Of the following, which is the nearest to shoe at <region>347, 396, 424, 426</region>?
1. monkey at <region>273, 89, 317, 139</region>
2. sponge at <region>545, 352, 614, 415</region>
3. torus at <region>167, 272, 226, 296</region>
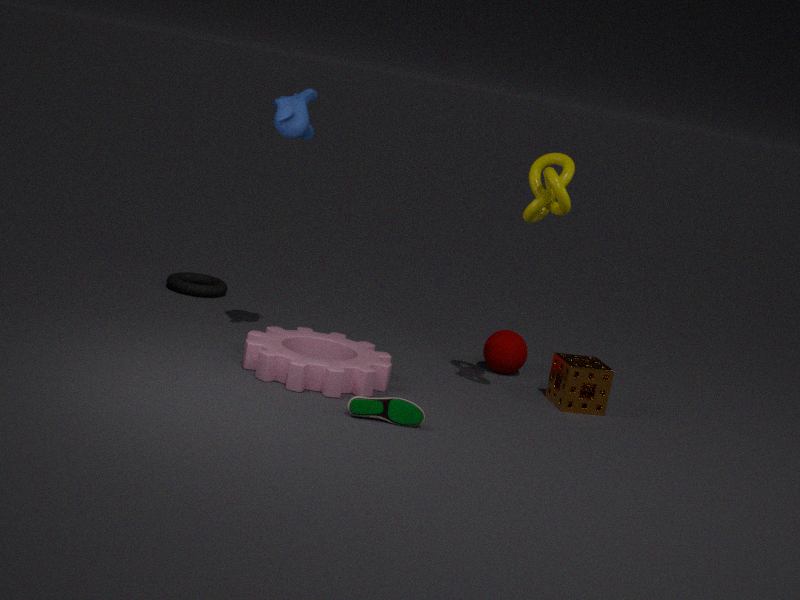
sponge at <region>545, 352, 614, 415</region>
